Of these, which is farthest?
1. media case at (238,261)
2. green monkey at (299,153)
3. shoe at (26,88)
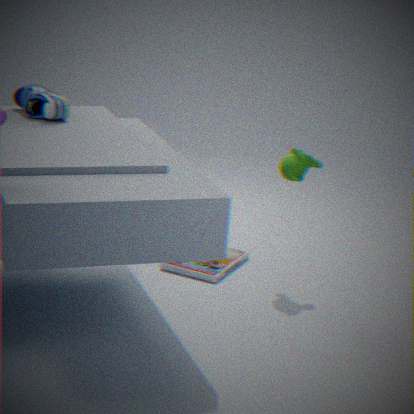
media case at (238,261)
